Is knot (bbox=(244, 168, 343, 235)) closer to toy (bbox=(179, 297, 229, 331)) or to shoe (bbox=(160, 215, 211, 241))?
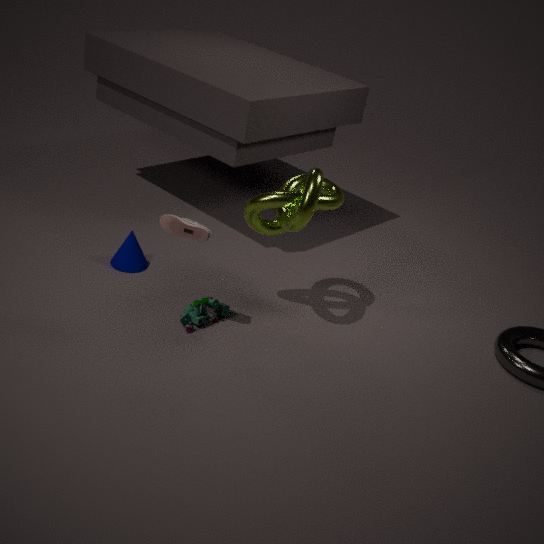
shoe (bbox=(160, 215, 211, 241))
